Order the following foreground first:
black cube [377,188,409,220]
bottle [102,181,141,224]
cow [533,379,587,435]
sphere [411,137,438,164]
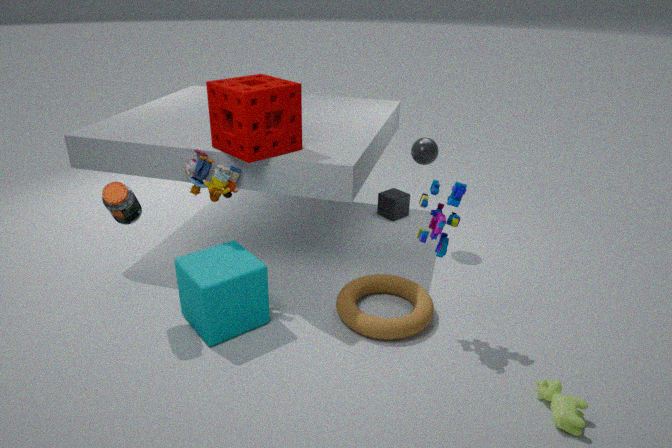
cow [533,379,587,435] → bottle [102,181,141,224] → sphere [411,137,438,164] → black cube [377,188,409,220]
